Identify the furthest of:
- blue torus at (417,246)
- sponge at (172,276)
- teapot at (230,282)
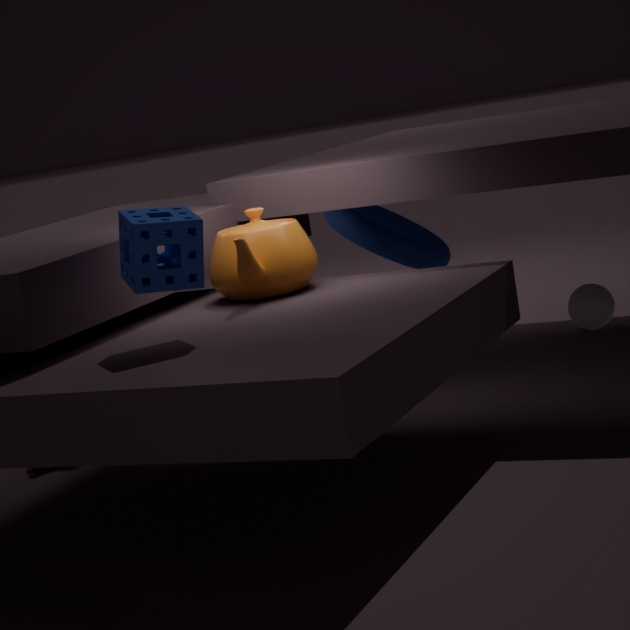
blue torus at (417,246)
